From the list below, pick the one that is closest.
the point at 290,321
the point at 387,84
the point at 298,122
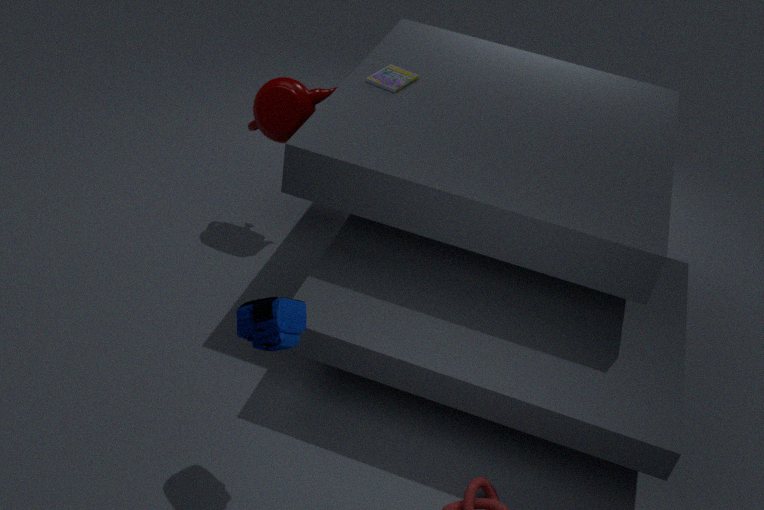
the point at 290,321
